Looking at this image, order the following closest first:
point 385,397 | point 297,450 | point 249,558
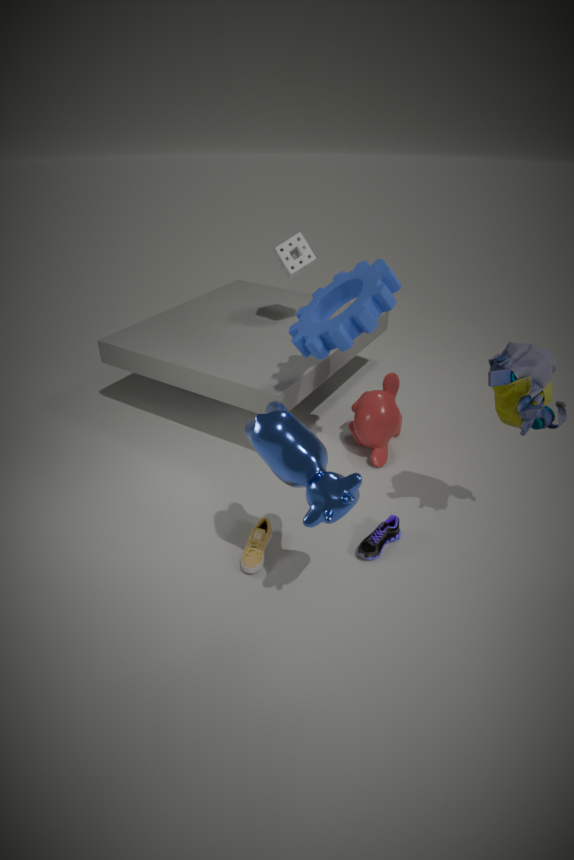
point 297,450 < point 249,558 < point 385,397
